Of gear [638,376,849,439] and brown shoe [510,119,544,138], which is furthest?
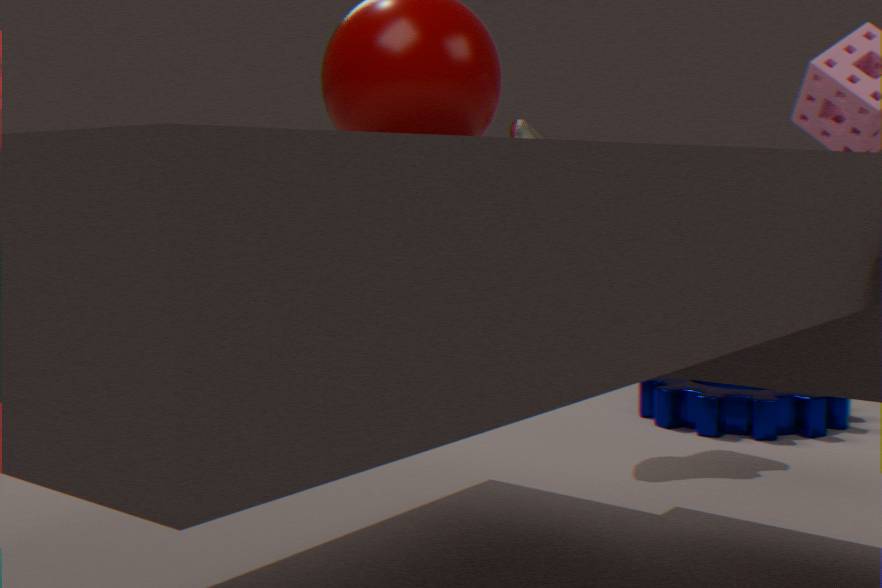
gear [638,376,849,439]
